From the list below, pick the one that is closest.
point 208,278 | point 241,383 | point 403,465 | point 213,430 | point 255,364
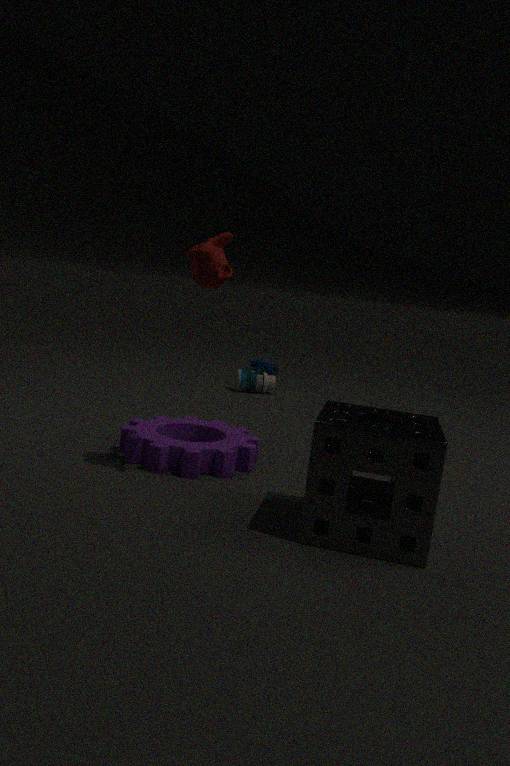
point 403,465
